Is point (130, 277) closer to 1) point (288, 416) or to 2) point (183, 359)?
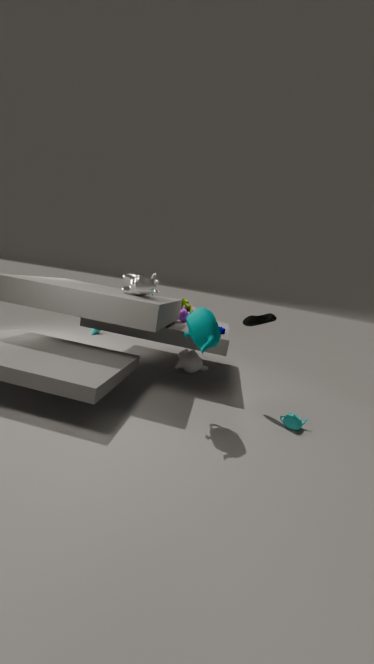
2) point (183, 359)
